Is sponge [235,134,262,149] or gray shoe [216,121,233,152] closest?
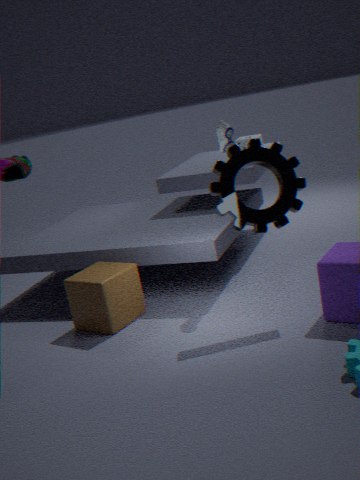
gray shoe [216,121,233,152]
